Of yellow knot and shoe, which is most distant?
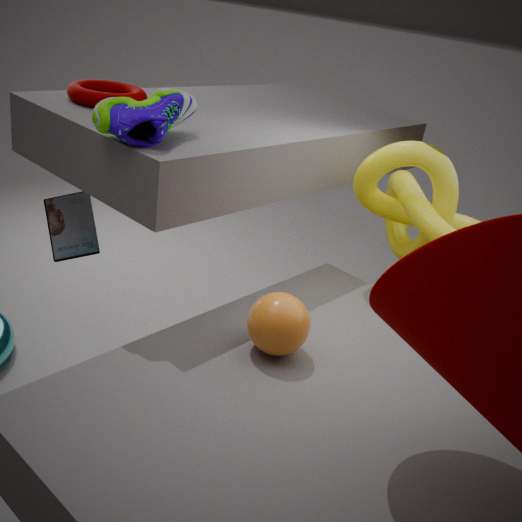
yellow knot
